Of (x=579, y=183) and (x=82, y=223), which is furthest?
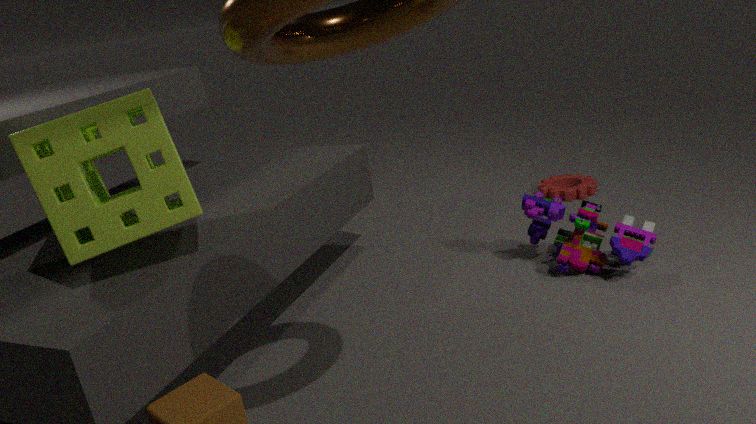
(x=579, y=183)
